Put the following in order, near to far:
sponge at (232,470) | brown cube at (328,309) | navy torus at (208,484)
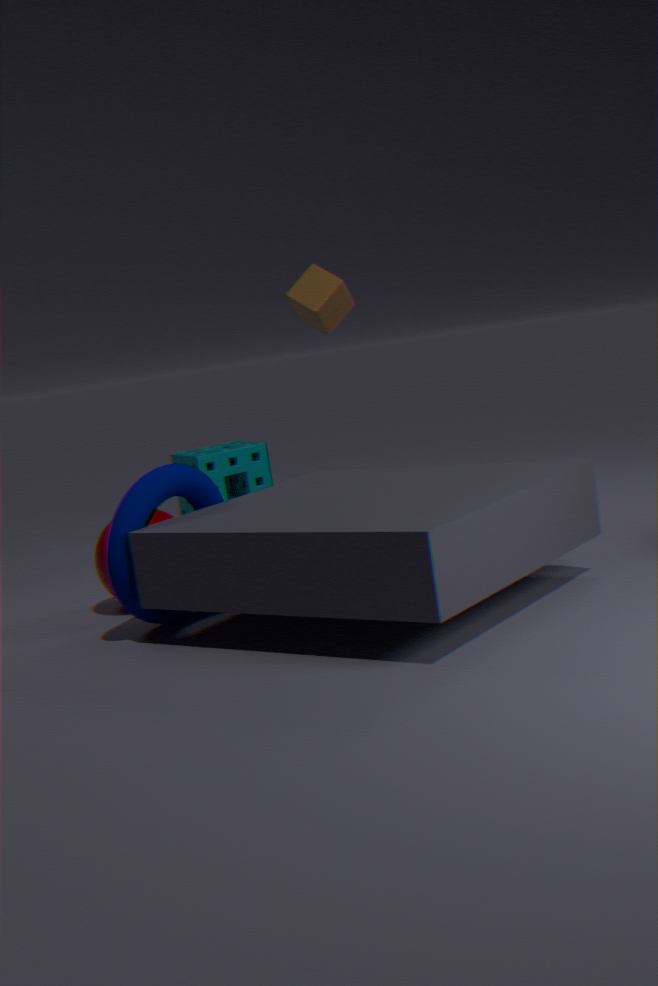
navy torus at (208,484) < brown cube at (328,309) < sponge at (232,470)
